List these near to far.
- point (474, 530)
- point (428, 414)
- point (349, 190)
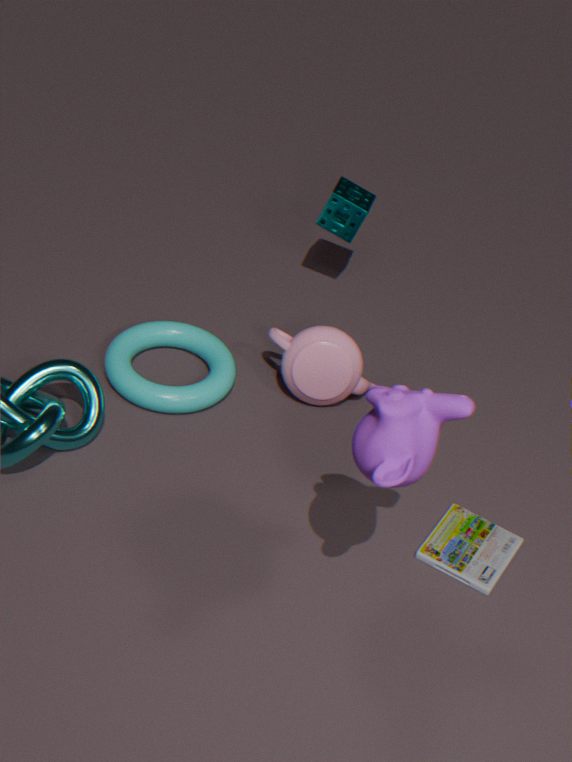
1. point (428, 414)
2. point (474, 530)
3. point (349, 190)
